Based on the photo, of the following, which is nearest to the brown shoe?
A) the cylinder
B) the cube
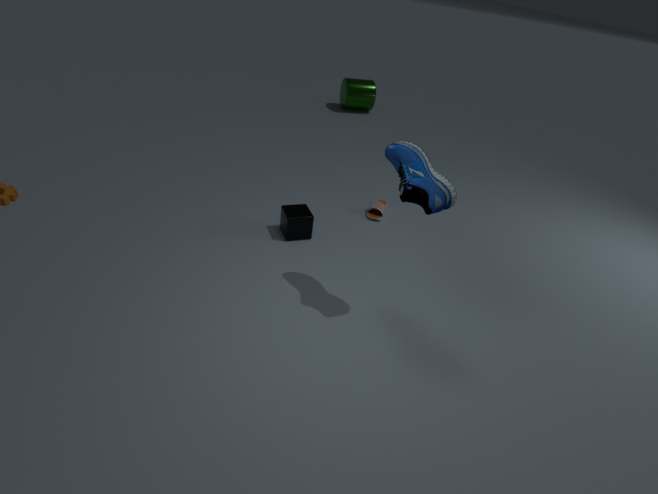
the cube
